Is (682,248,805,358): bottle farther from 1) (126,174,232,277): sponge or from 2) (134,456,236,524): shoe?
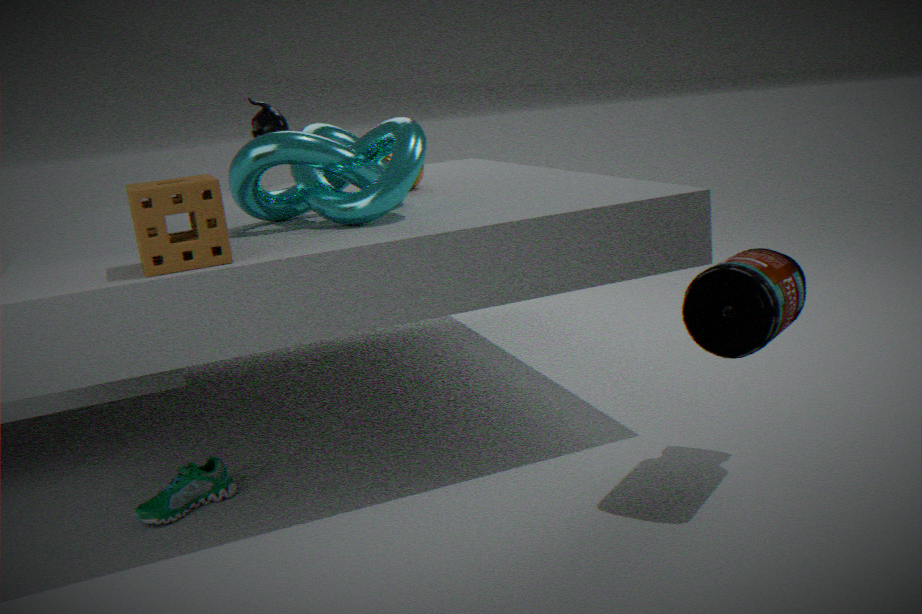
2) (134,456,236,524): shoe
